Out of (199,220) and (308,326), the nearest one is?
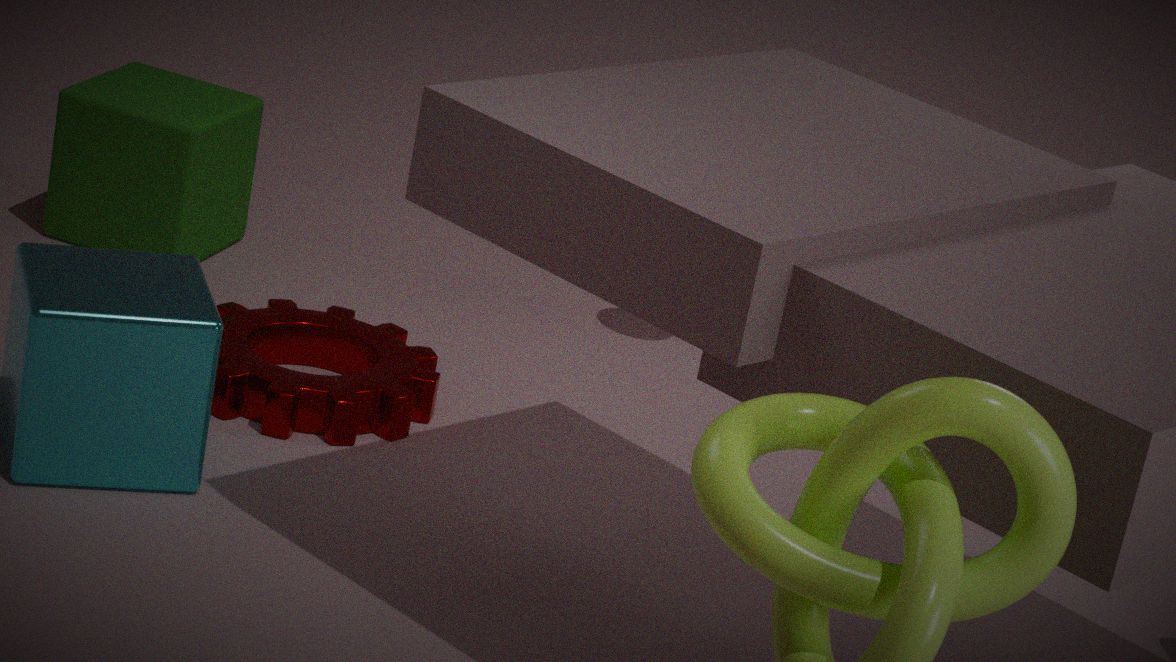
(308,326)
